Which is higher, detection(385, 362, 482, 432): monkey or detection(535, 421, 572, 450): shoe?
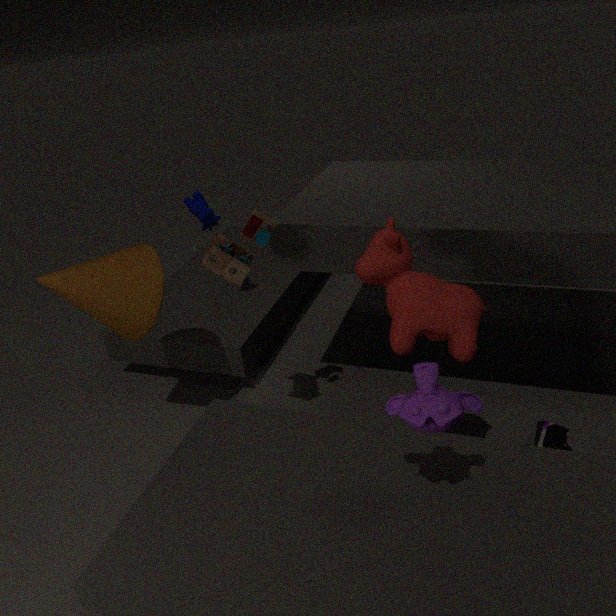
detection(385, 362, 482, 432): monkey
